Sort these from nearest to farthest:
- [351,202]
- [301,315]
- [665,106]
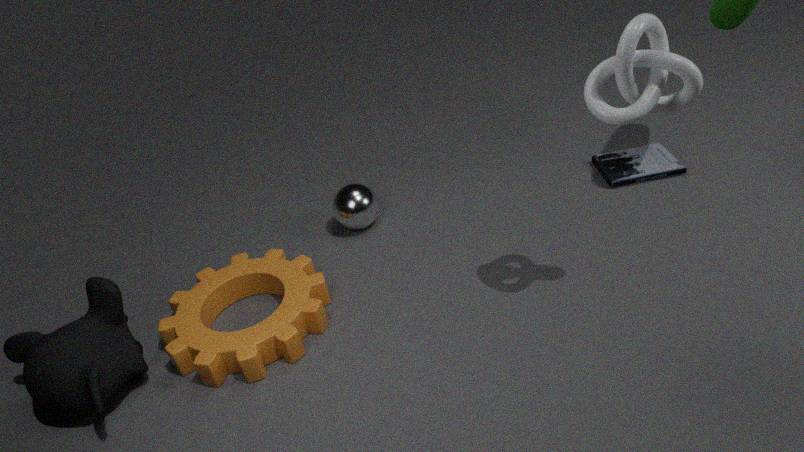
[665,106]
[301,315]
[351,202]
